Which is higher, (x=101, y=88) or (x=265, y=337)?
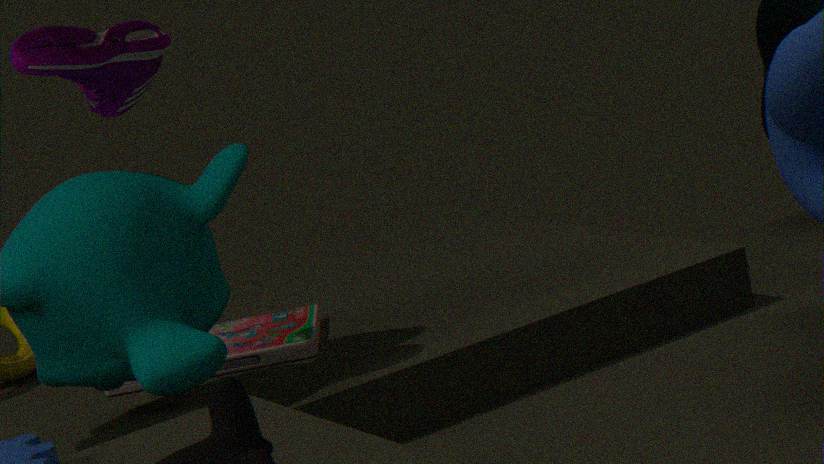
(x=101, y=88)
